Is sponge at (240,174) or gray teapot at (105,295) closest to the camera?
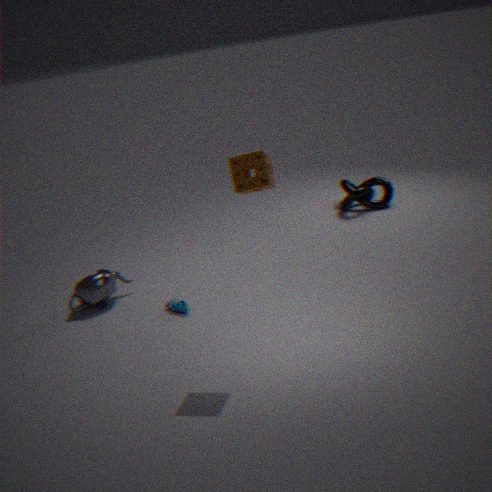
sponge at (240,174)
